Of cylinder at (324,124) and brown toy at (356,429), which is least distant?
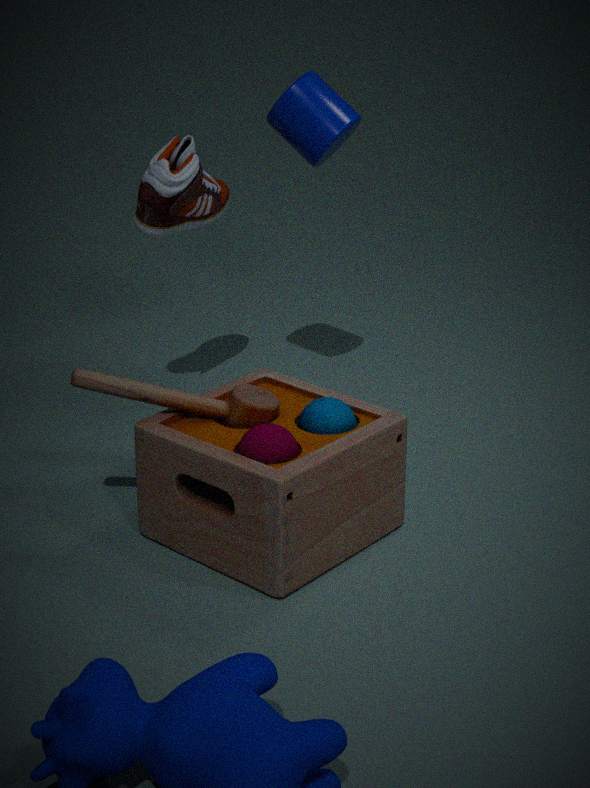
brown toy at (356,429)
